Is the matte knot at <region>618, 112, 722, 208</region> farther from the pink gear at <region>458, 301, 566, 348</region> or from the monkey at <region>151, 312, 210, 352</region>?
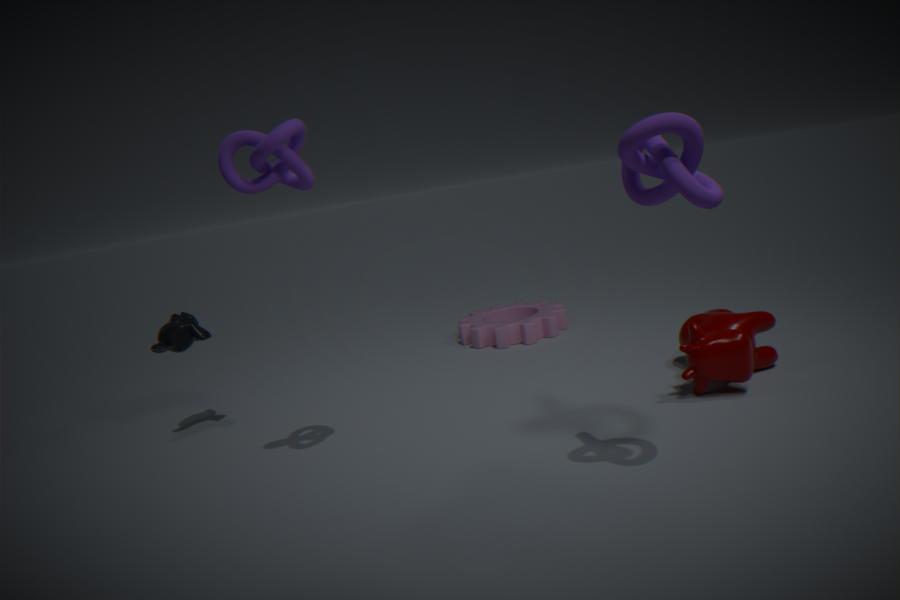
the monkey at <region>151, 312, 210, 352</region>
